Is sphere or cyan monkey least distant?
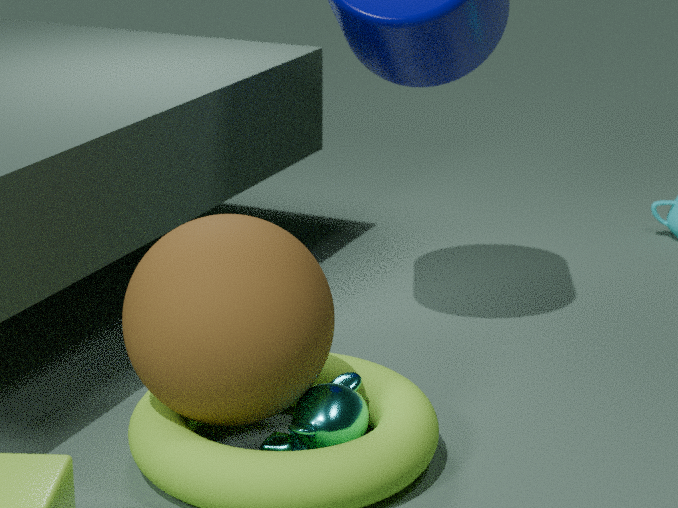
sphere
